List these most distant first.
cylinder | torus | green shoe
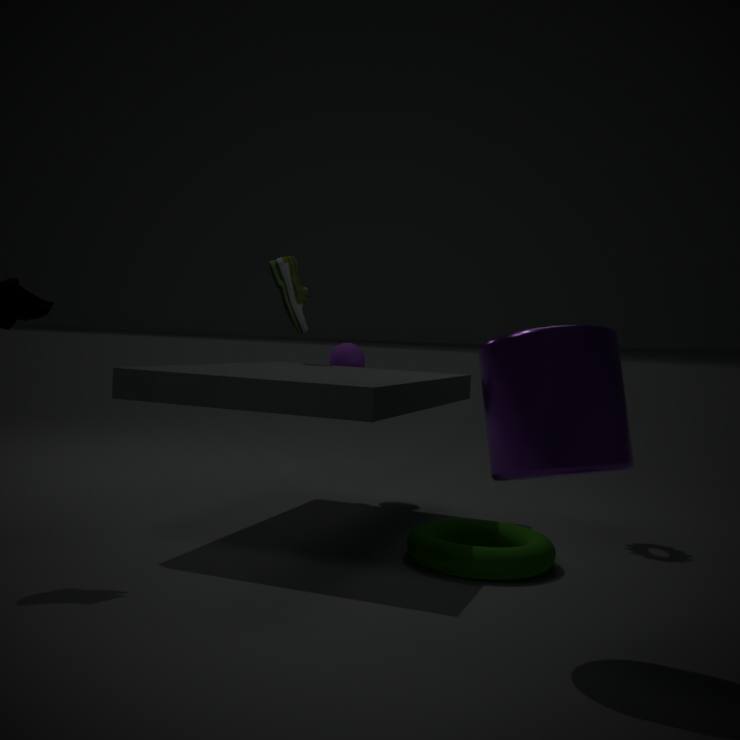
1. green shoe
2. torus
3. cylinder
